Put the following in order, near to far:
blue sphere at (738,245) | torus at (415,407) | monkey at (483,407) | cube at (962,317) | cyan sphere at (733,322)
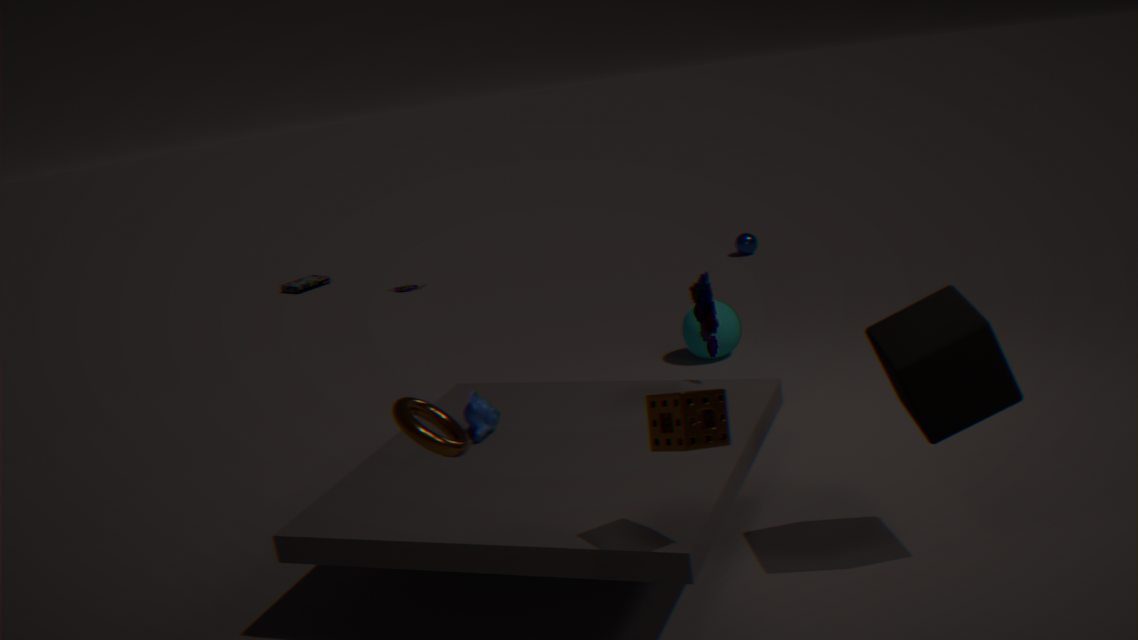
torus at (415,407) → cube at (962,317) → monkey at (483,407) → cyan sphere at (733,322) → blue sphere at (738,245)
